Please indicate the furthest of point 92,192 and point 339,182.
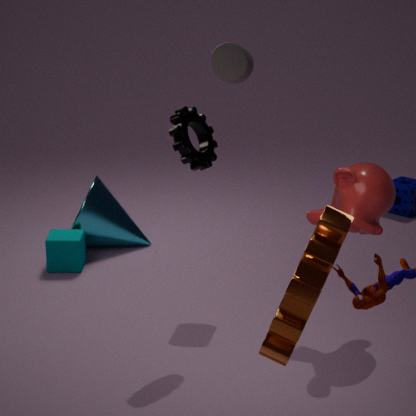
point 92,192
